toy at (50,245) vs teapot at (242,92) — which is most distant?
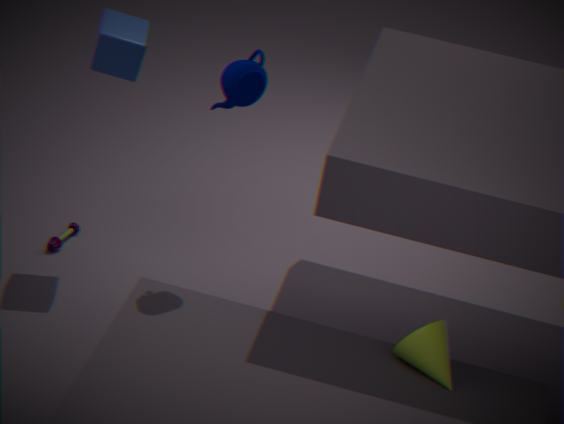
toy at (50,245)
